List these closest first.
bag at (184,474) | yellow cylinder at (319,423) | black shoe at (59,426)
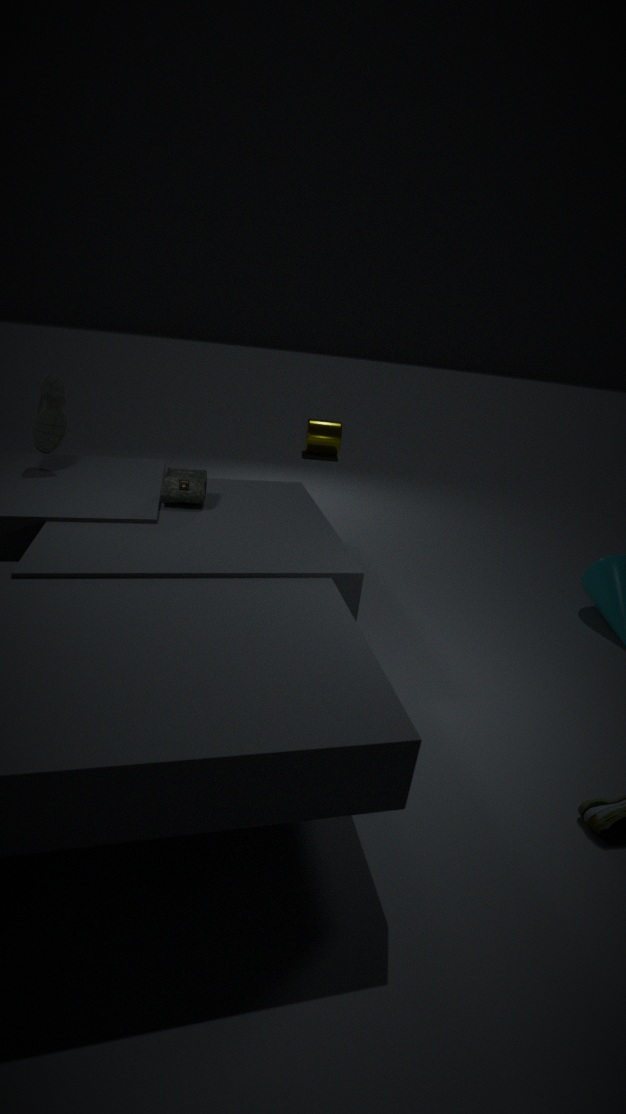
bag at (184,474) < black shoe at (59,426) < yellow cylinder at (319,423)
